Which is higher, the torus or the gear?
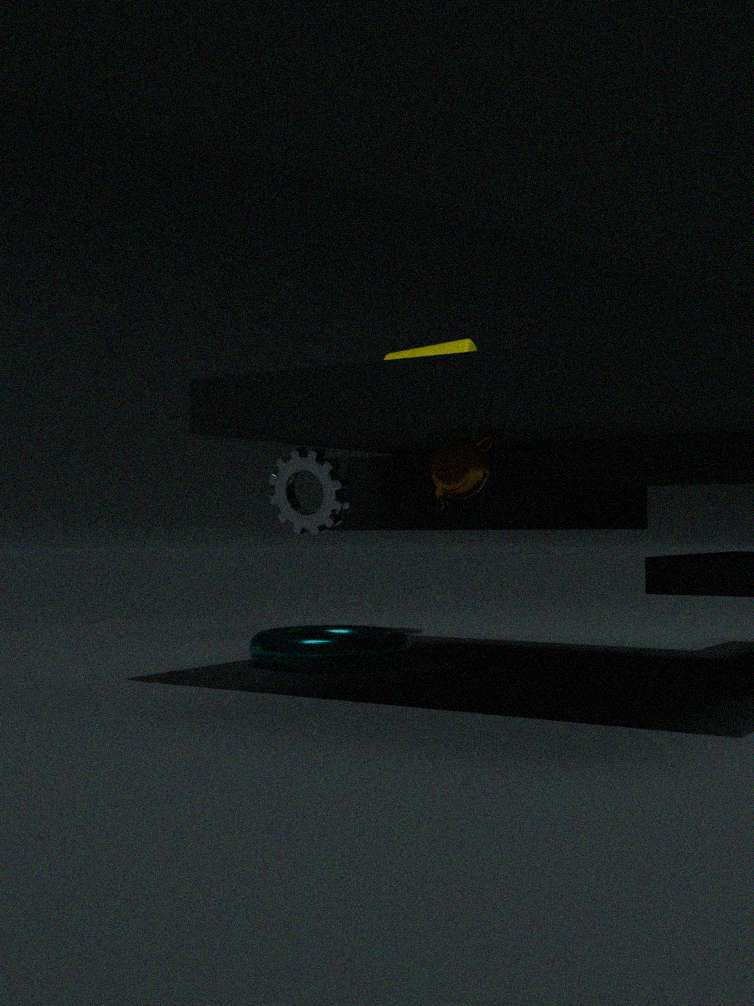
the gear
